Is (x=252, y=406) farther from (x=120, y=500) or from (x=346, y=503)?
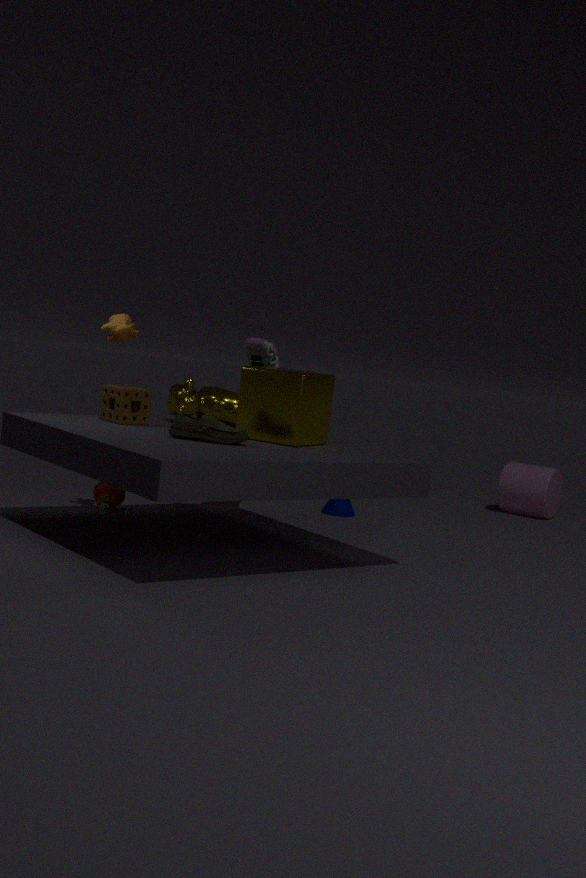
(x=346, y=503)
